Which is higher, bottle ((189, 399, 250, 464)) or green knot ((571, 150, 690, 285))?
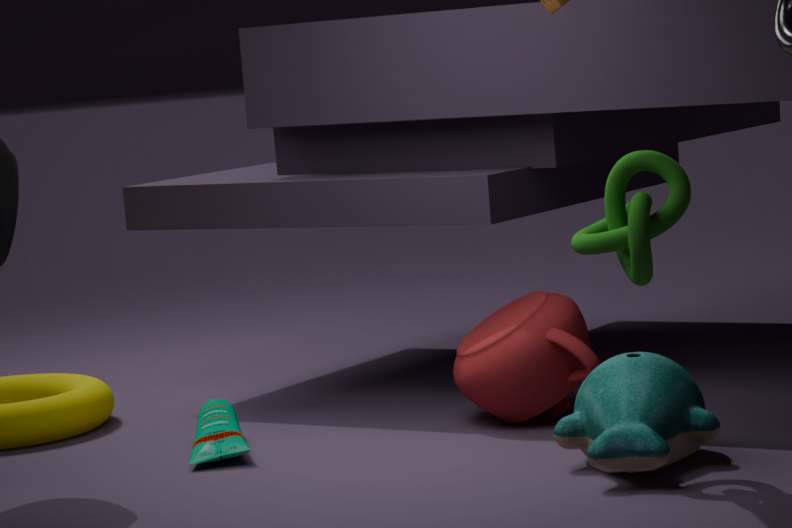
green knot ((571, 150, 690, 285))
